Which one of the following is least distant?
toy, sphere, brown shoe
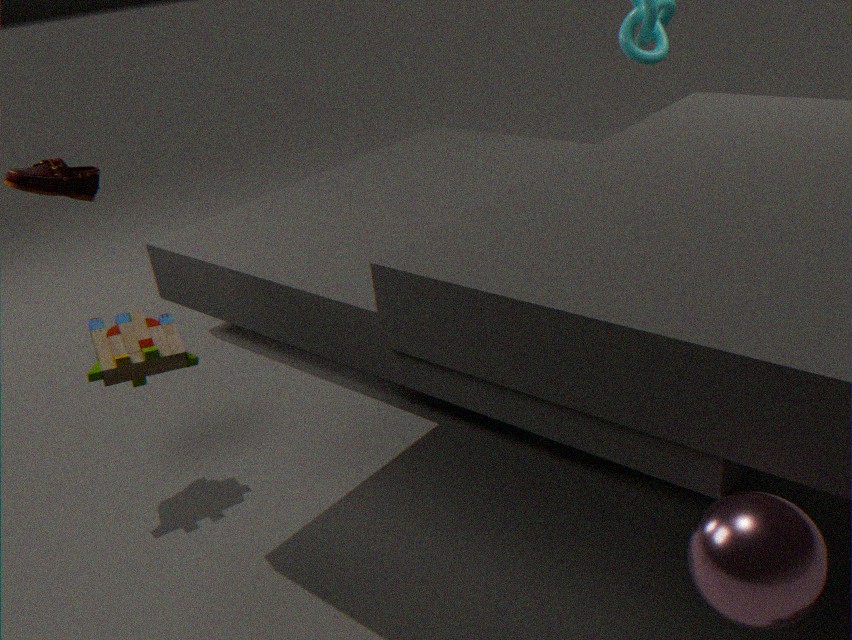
sphere
